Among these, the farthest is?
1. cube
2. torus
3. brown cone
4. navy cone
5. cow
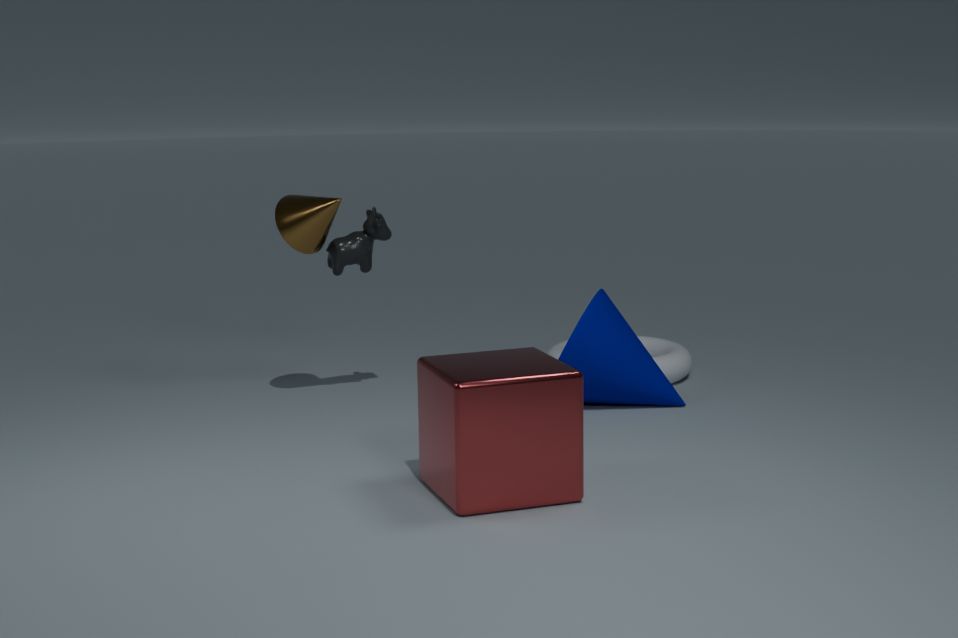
torus
